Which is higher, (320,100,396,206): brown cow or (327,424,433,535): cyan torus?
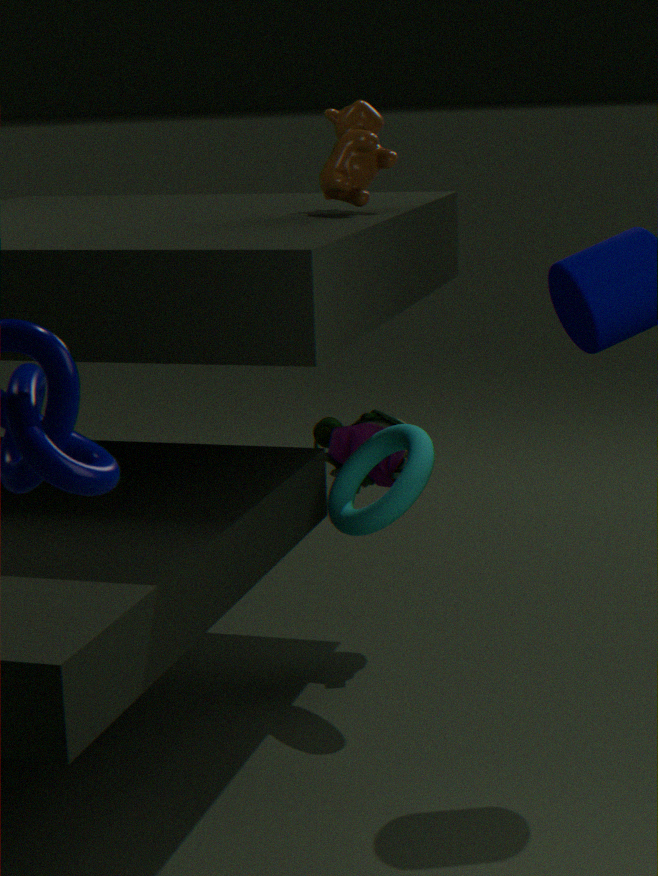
(320,100,396,206): brown cow
